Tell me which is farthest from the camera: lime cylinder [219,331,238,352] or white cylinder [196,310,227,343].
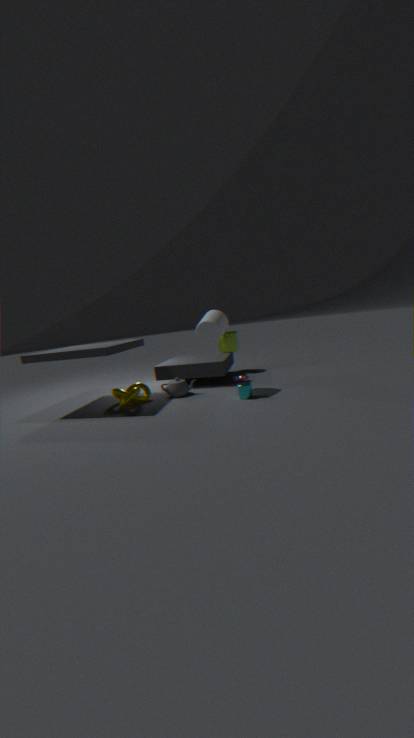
lime cylinder [219,331,238,352]
